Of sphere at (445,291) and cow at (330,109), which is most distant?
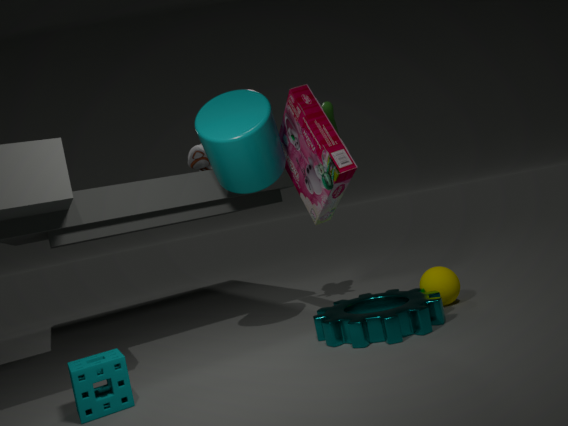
cow at (330,109)
